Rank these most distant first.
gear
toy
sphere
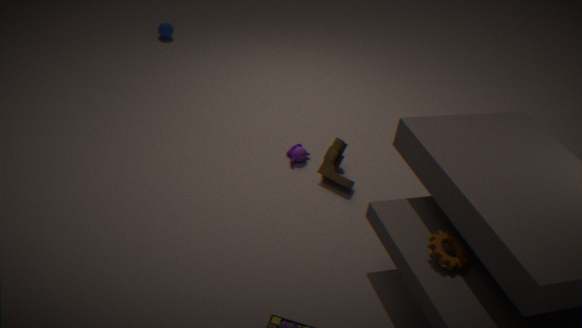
sphere < toy < gear
